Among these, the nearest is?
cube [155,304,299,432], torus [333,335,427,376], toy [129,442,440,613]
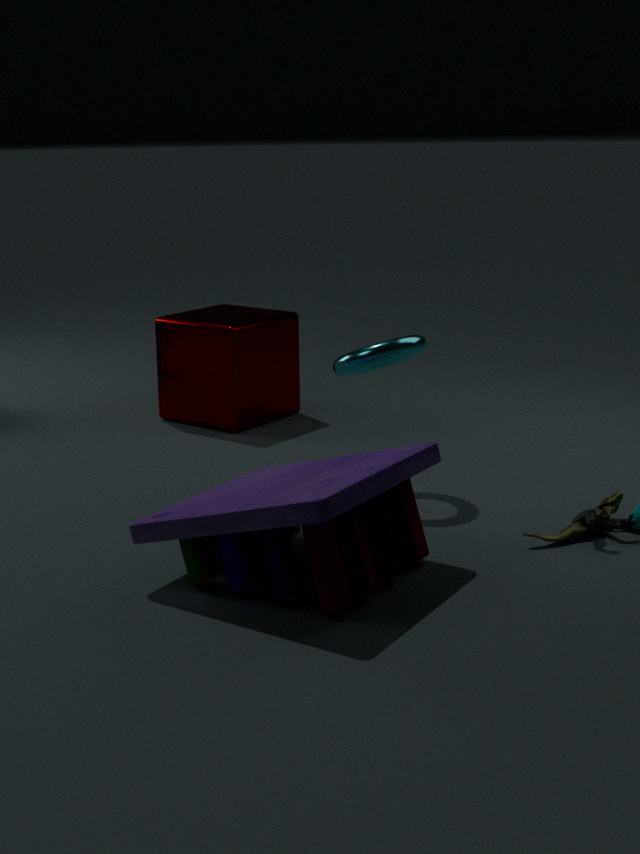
toy [129,442,440,613]
